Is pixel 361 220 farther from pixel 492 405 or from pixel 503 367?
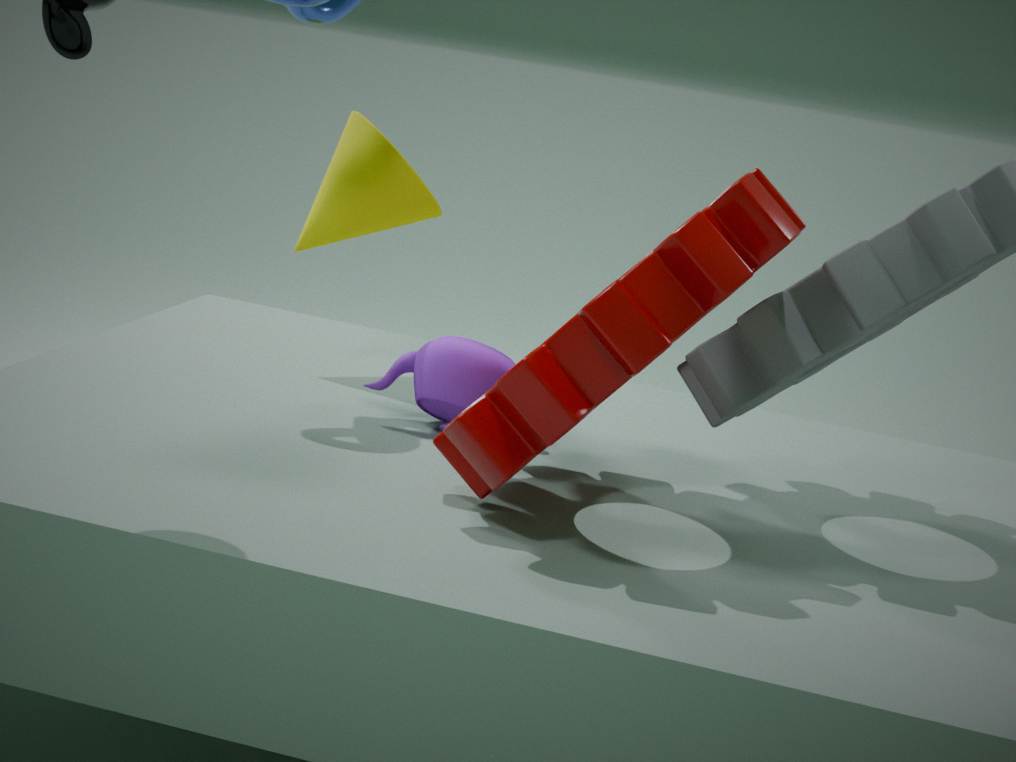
pixel 492 405
